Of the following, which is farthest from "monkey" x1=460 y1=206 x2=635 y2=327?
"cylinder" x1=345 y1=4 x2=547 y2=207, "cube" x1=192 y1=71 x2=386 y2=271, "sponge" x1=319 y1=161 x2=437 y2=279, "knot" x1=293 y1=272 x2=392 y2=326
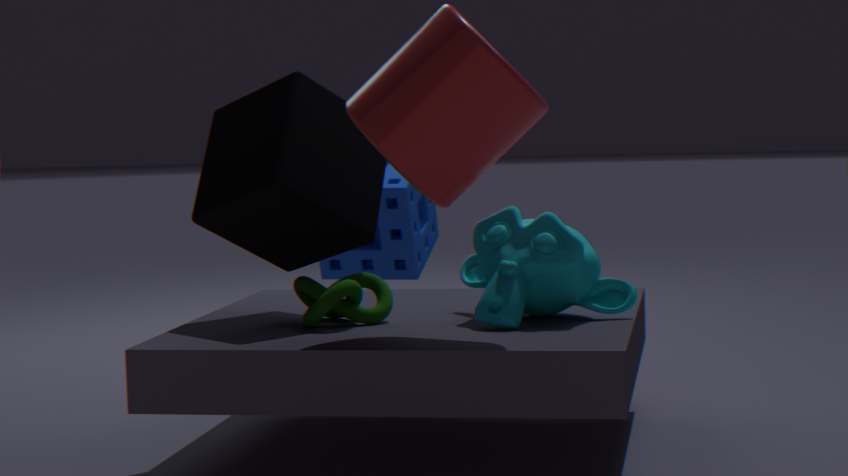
"sponge" x1=319 y1=161 x2=437 y2=279
